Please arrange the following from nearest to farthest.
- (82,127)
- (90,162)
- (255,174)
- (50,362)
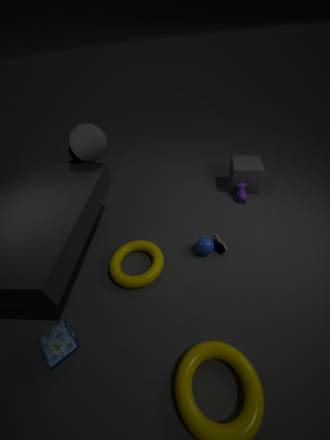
(50,362), (82,127), (255,174), (90,162)
